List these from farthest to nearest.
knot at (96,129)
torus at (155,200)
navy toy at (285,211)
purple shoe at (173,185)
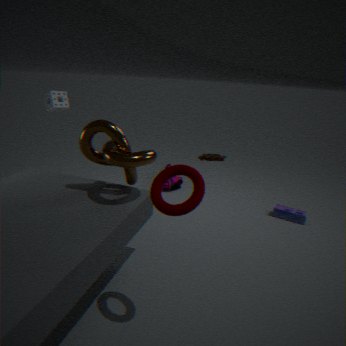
purple shoe at (173,185), navy toy at (285,211), knot at (96,129), torus at (155,200)
